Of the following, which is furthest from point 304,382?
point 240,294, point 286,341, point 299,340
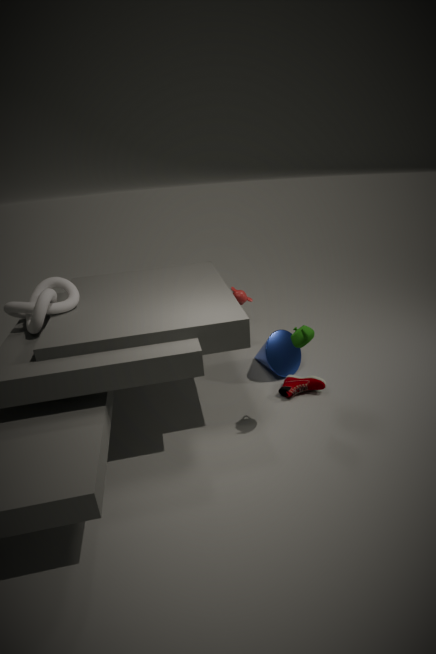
point 240,294
